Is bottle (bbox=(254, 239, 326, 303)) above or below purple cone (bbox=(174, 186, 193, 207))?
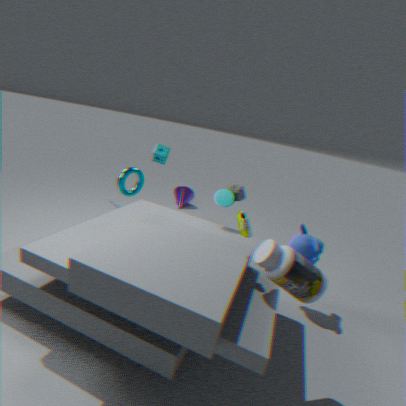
above
